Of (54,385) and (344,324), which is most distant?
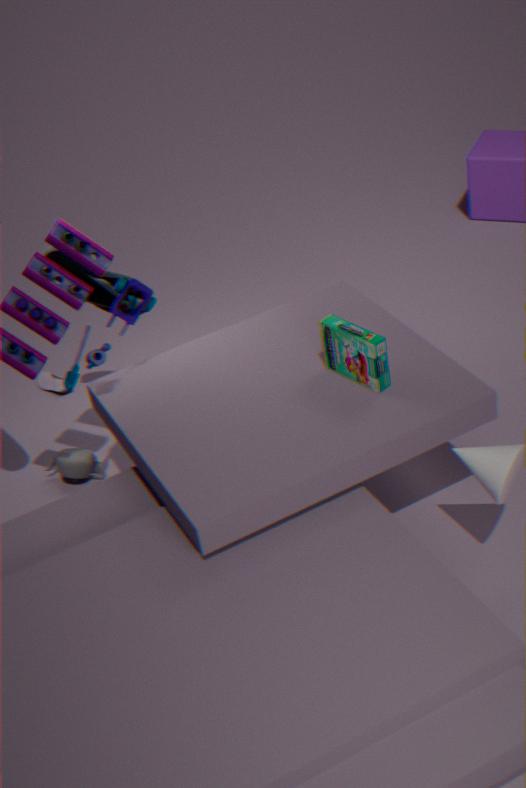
(54,385)
